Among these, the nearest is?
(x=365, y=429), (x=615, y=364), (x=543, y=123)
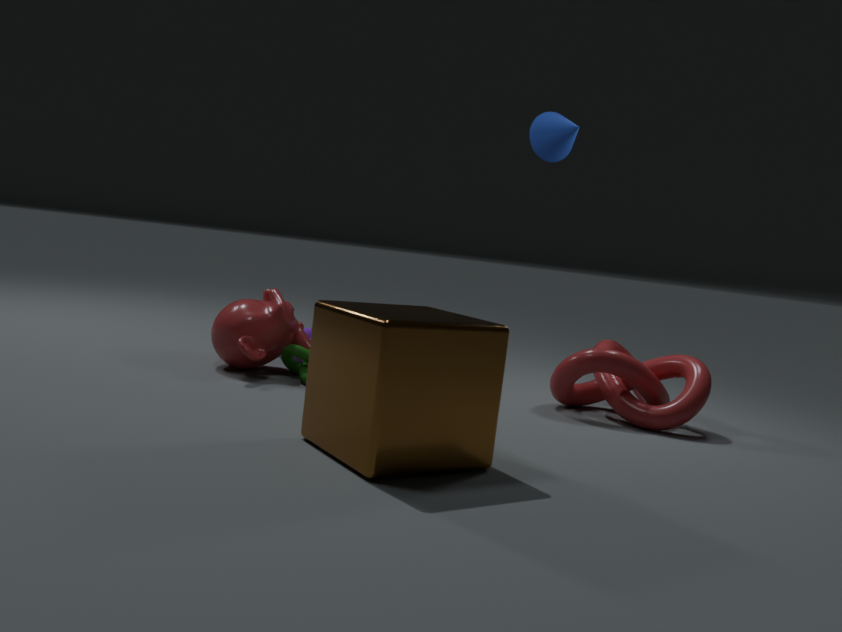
(x=365, y=429)
